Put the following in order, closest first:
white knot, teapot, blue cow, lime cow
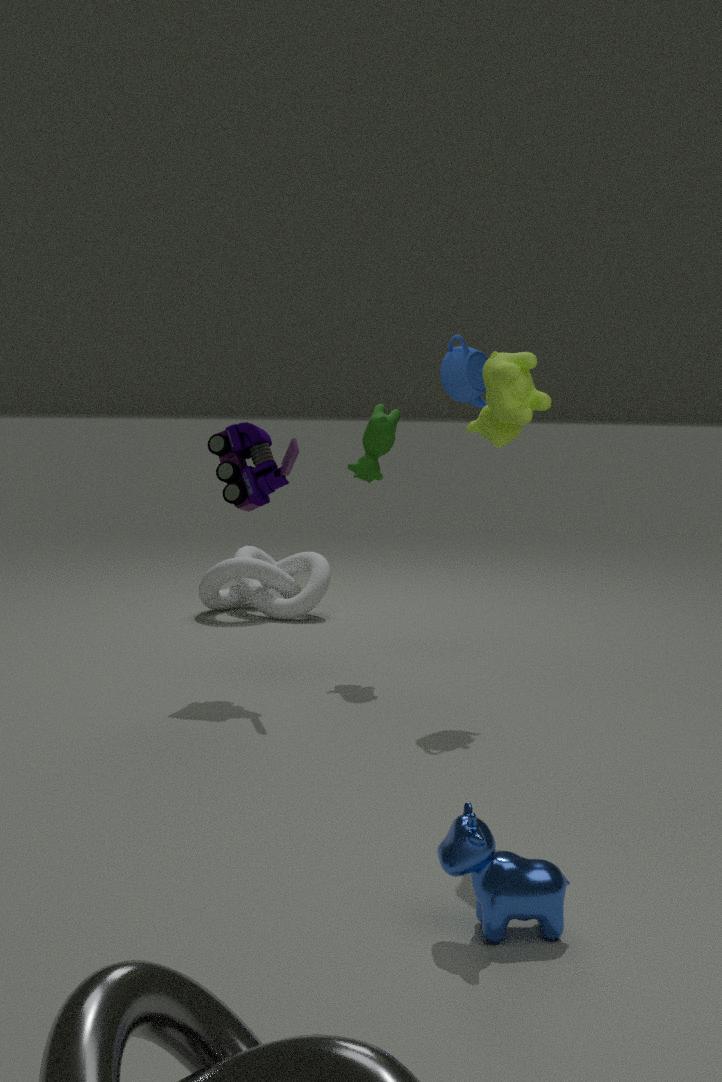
1. blue cow
2. lime cow
3. teapot
4. white knot
